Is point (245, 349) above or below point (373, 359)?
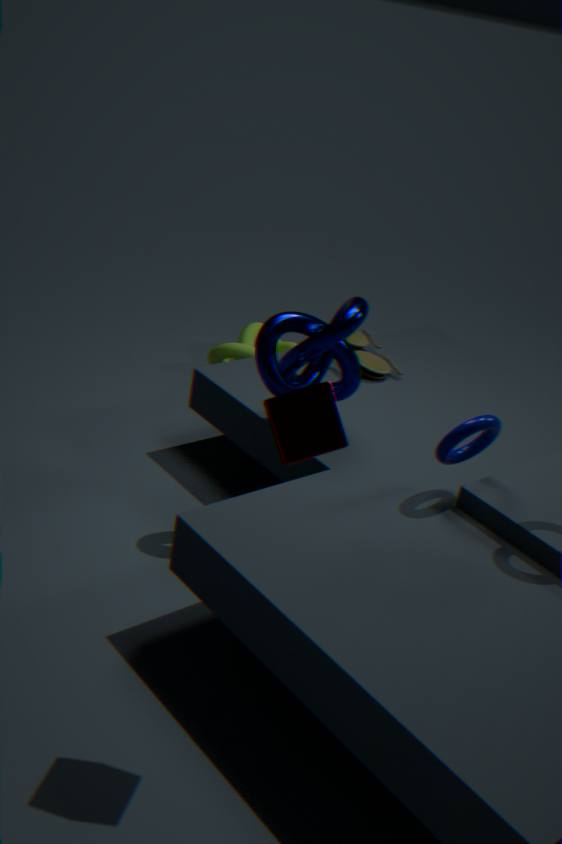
below
